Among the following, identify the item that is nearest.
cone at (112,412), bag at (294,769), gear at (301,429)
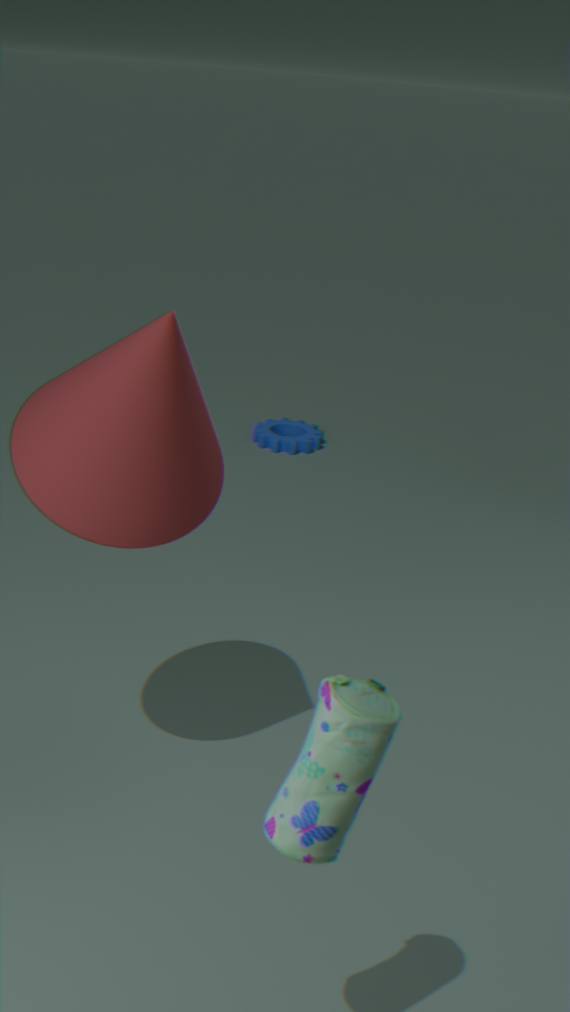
bag at (294,769)
